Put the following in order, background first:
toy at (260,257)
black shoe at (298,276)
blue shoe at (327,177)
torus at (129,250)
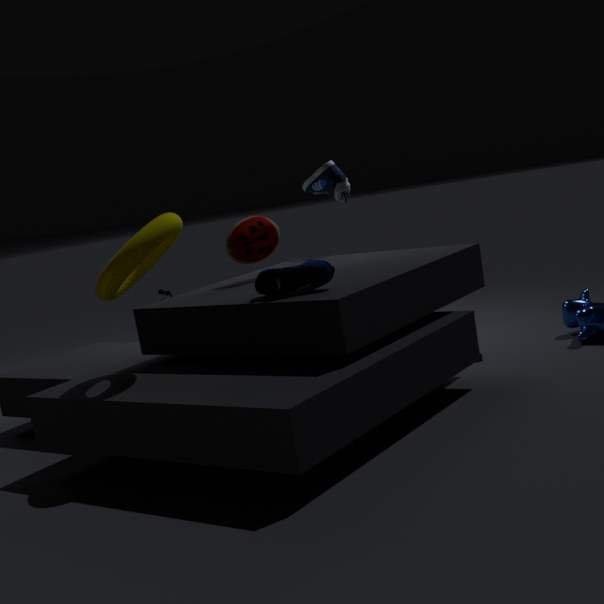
blue shoe at (327,177)
toy at (260,257)
black shoe at (298,276)
torus at (129,250)
